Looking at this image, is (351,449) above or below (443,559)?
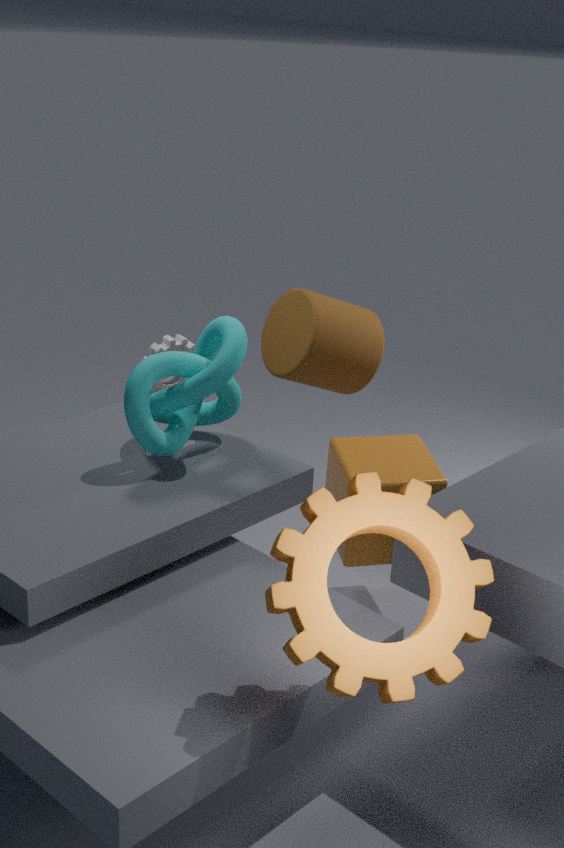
below
